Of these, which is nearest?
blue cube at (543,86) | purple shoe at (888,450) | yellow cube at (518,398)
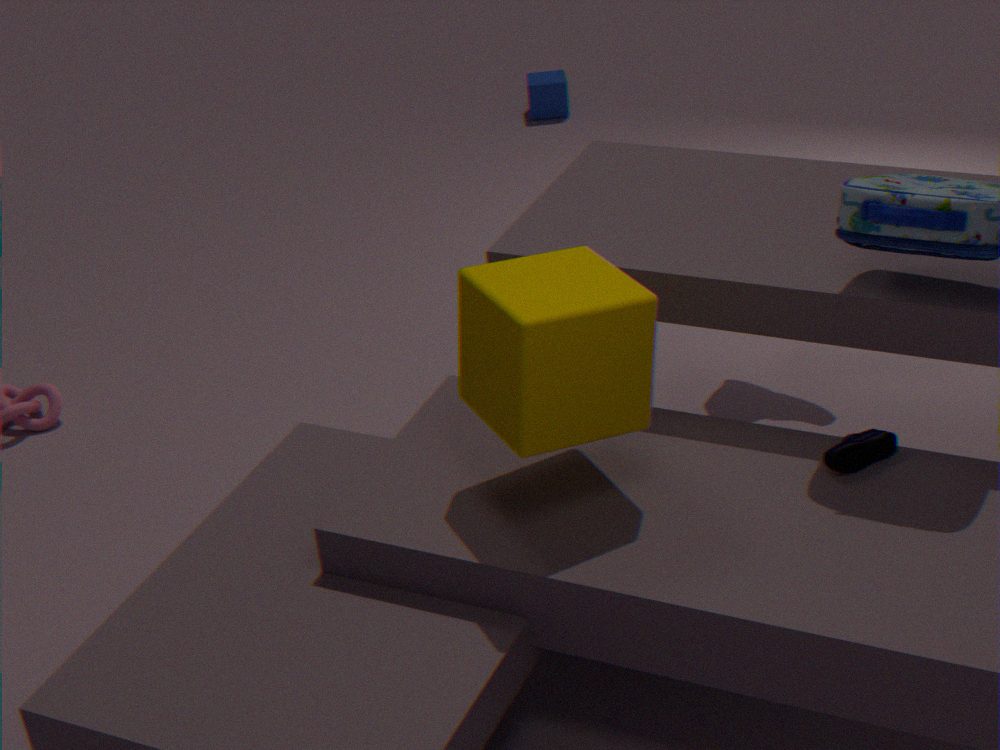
yellow cube at (518,398)
